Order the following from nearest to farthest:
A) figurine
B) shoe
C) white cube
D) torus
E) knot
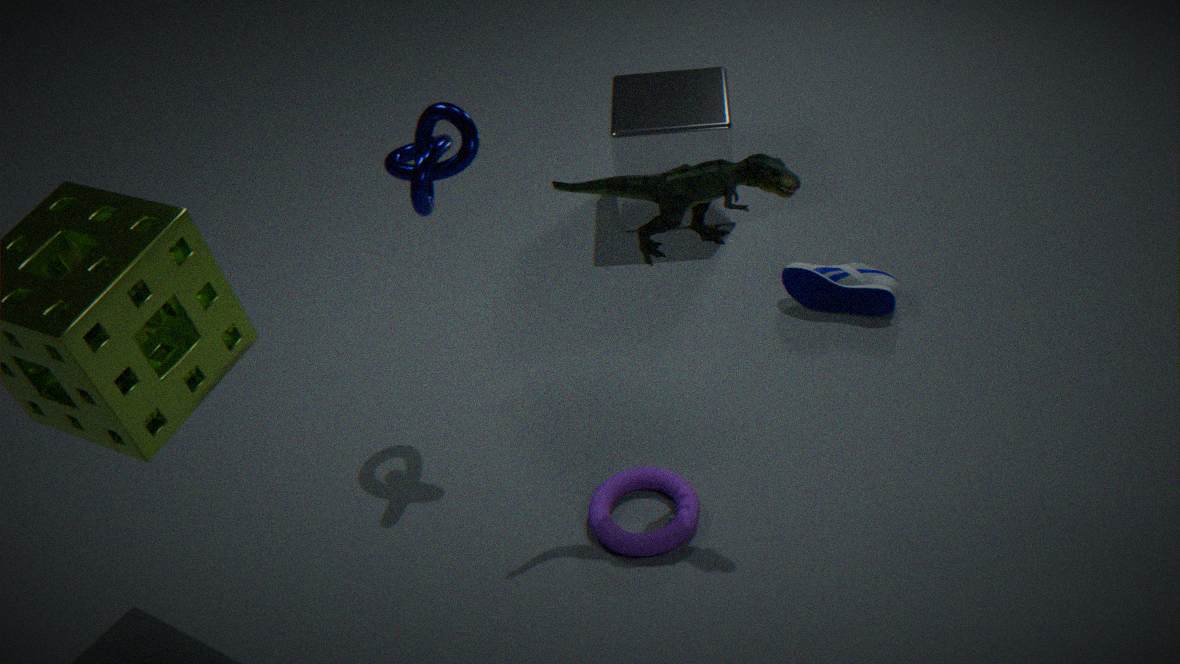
1. figurine
2. knot
3. torus
4. shoe
5. white cube
